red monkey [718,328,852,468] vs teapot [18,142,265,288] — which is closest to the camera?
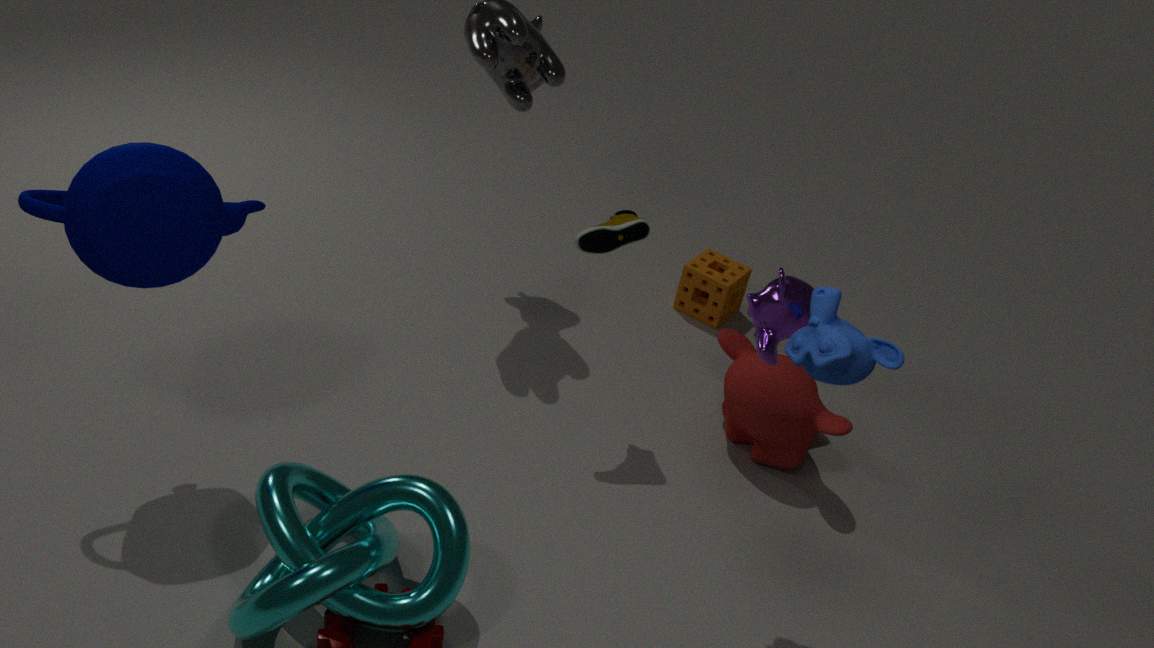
teapot [18,142,265,288]
